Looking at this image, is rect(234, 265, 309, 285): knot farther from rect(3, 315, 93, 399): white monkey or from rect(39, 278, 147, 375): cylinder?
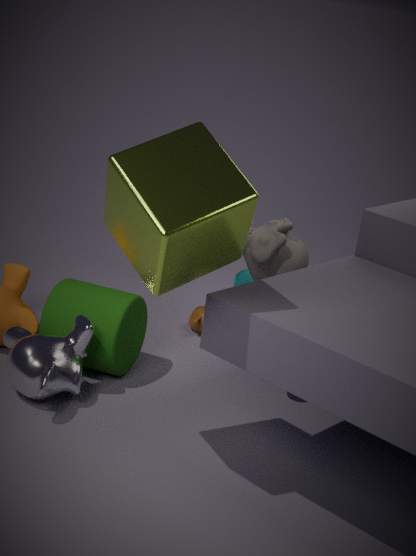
rect(3, 315, 93, 399): white monkey
